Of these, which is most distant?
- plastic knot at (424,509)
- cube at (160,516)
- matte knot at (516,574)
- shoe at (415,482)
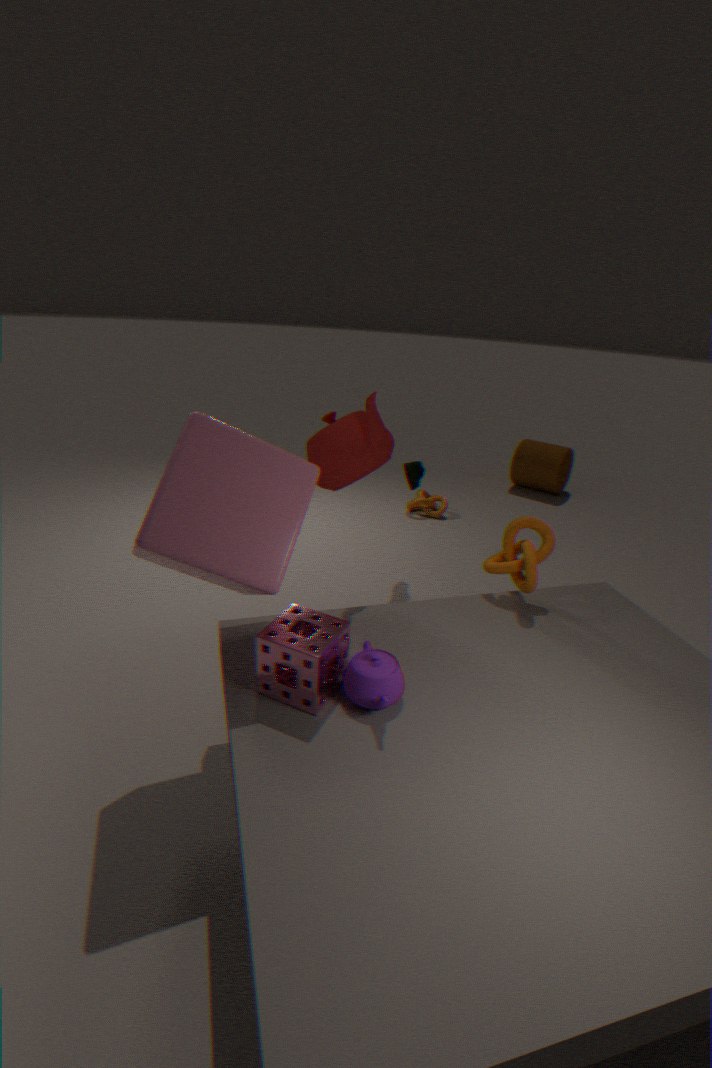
plastic knot at (424,509)
